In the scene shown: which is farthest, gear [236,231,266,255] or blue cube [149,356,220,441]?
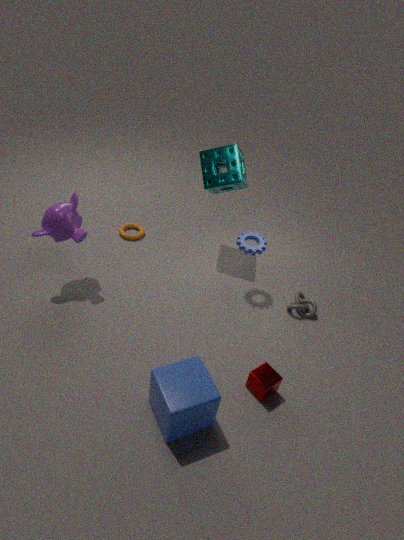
gear [236,231,266,255]
